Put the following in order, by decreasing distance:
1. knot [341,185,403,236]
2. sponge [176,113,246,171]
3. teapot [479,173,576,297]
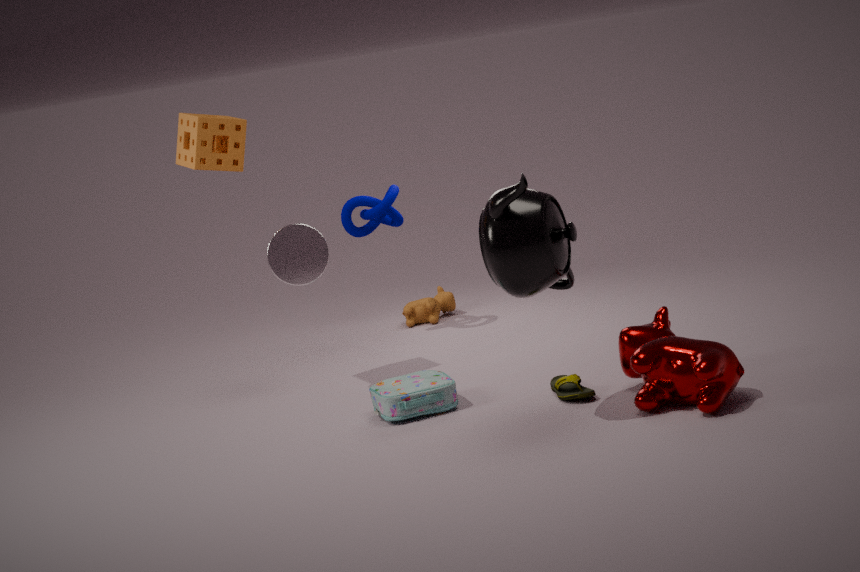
knot [341,185,403,236] < sponge [176,113,246,171] < teapot [479,173,576,297]
